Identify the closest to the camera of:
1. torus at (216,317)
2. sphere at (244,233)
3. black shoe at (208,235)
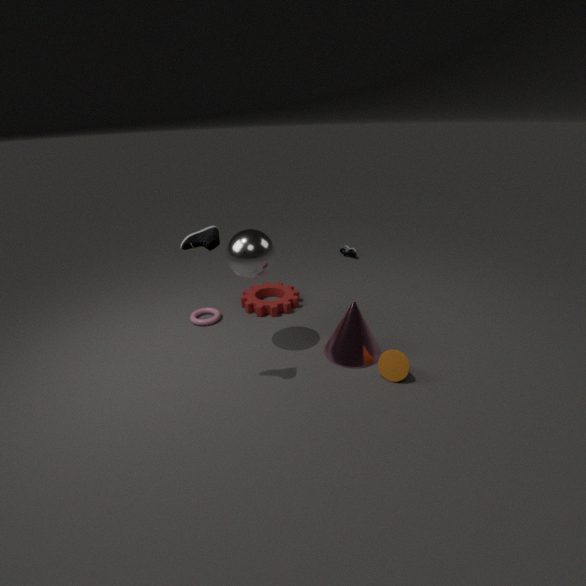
black shoe at (208,235)
